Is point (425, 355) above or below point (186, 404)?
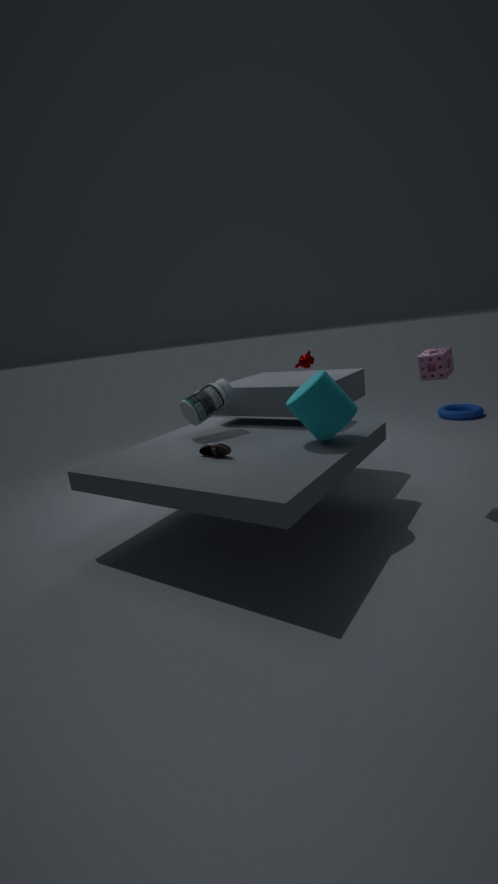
above
